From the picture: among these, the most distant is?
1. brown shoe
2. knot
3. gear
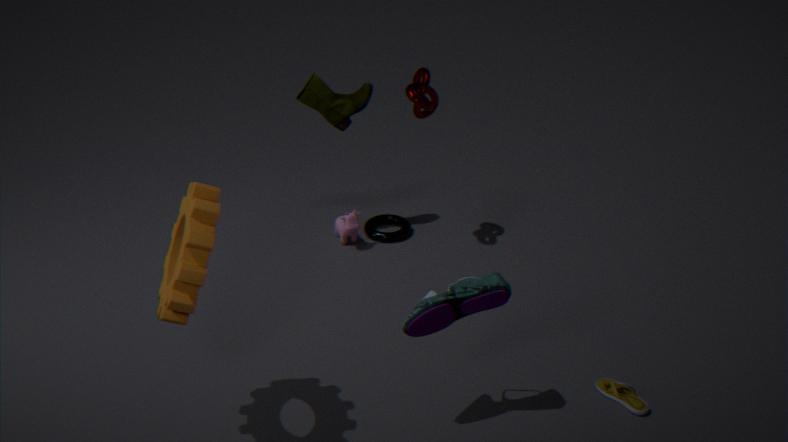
knot
